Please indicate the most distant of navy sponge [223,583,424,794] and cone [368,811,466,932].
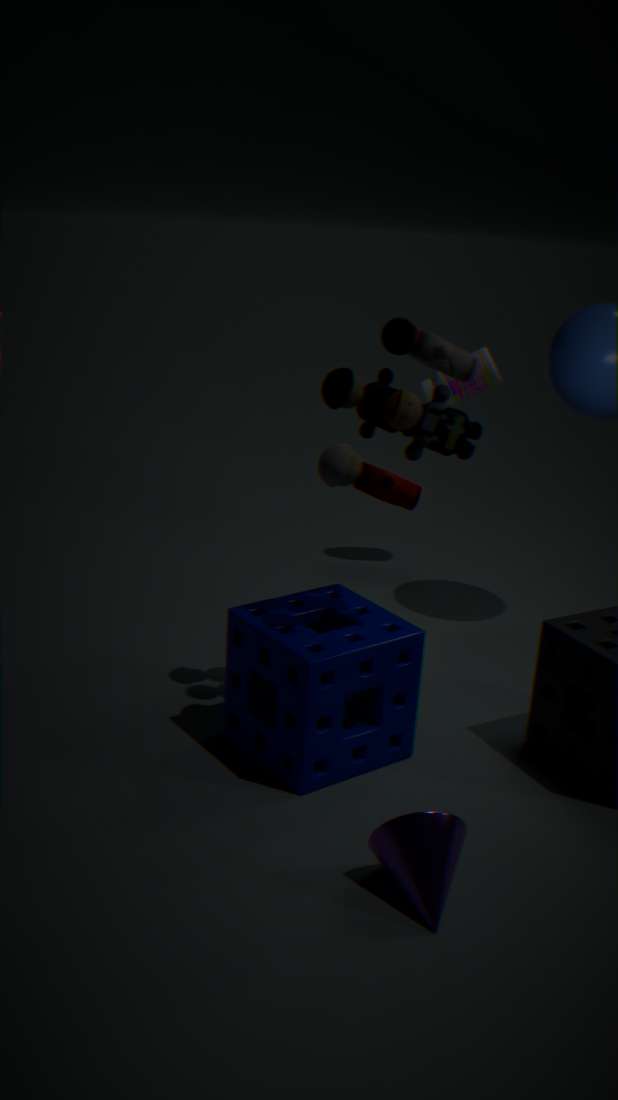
navy sponge [223,583,424,794]
